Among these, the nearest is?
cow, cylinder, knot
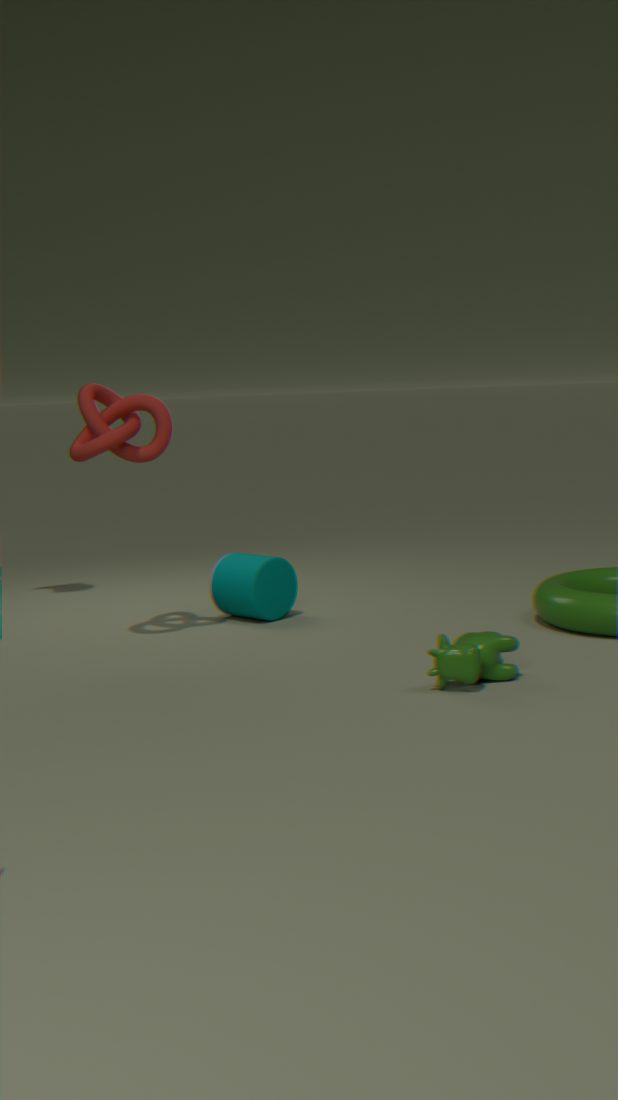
cow
